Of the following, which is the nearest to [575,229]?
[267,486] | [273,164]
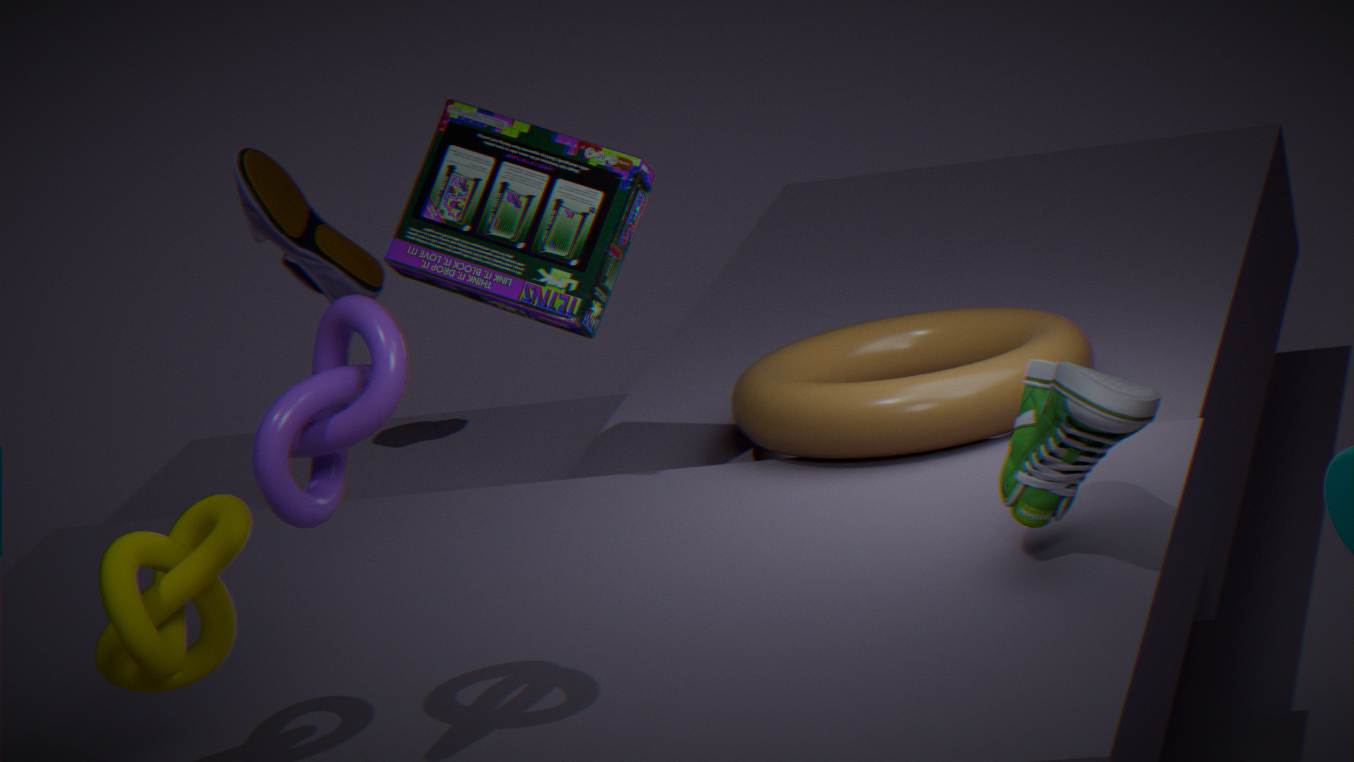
[273,164]
